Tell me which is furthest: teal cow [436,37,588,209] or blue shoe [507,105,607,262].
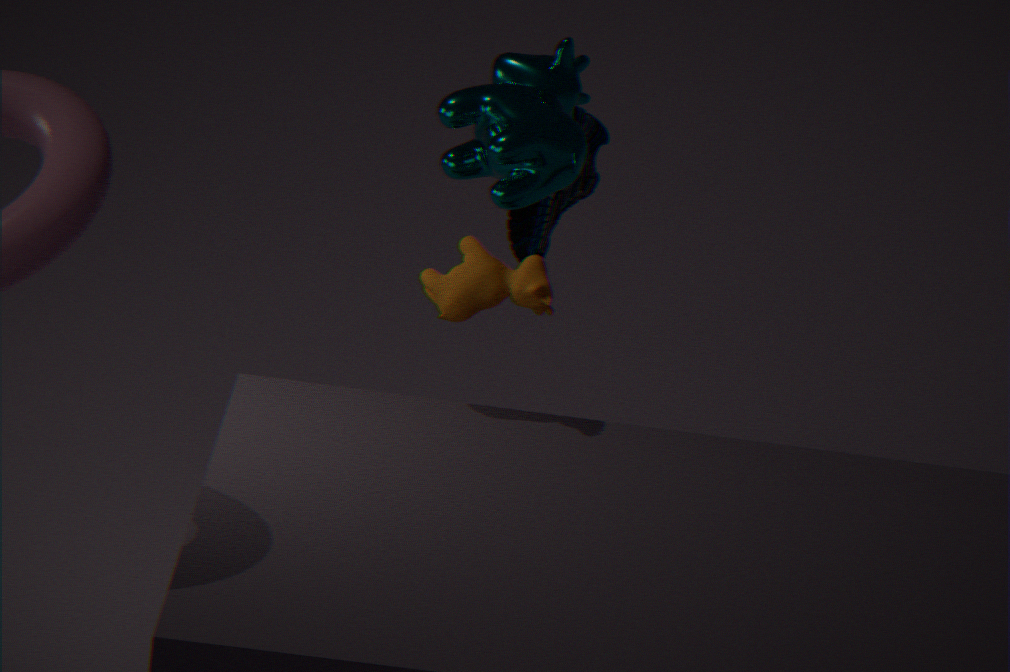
blue shoe [507,105,607,262]
